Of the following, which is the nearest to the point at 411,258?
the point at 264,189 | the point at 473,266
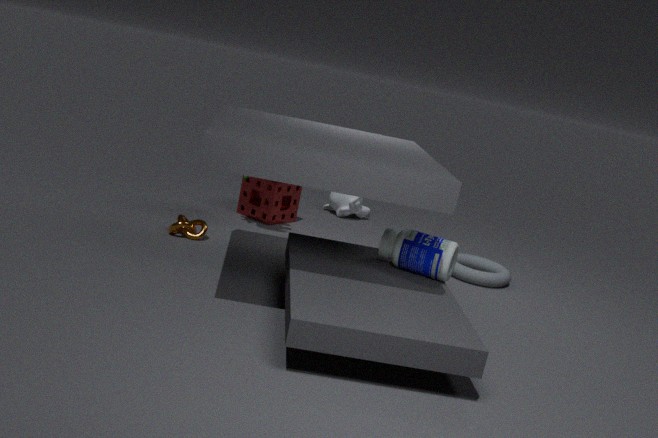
the point at 473,266
